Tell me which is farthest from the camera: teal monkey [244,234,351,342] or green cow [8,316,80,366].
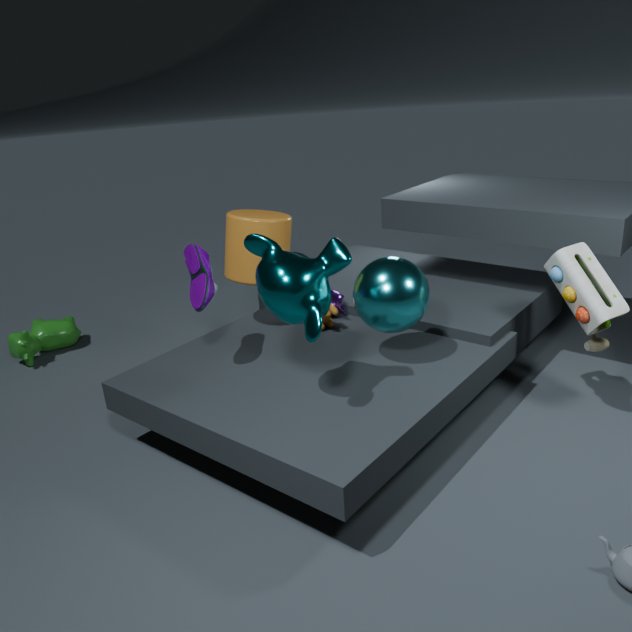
green cow [8,316,80,366]
